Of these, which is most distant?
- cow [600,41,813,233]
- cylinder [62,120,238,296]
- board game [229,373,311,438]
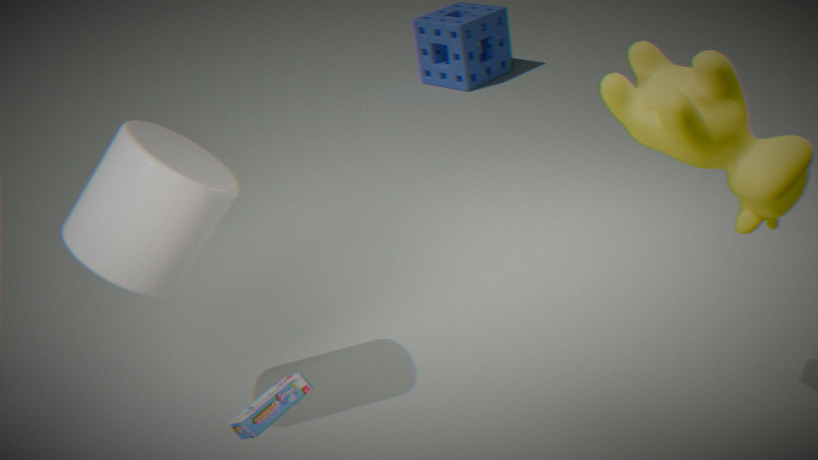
cylinder [62,120,238,296]
